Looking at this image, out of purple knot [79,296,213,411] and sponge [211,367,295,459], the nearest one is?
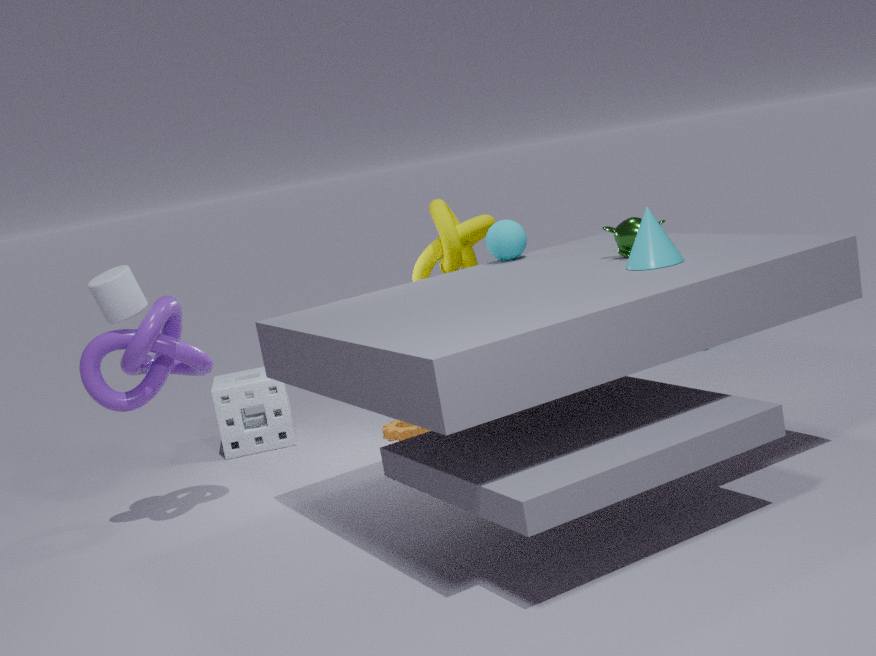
purple knot [79,296,213,411]
